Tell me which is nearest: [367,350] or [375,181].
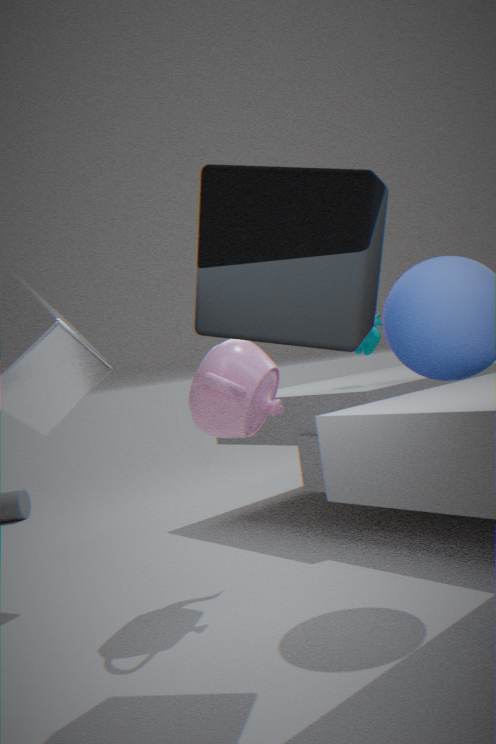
[375,181]
